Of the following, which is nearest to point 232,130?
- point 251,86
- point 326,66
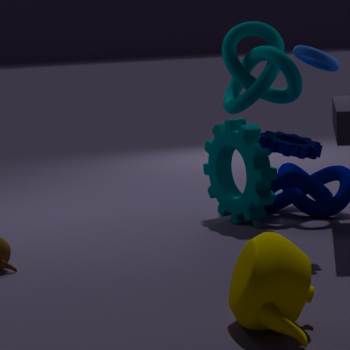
point 251,86
